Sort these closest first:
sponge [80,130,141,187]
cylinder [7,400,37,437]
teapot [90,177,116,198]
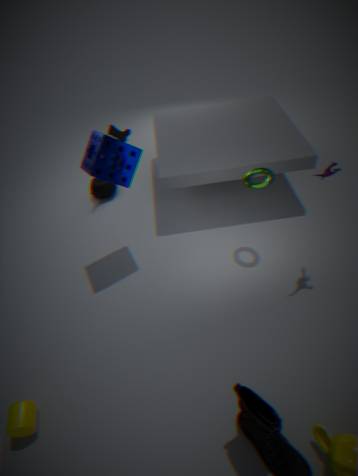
cylinder [7,400,37,437] → sponge [80,130,141,187] → teapot [90,177,116,198]
